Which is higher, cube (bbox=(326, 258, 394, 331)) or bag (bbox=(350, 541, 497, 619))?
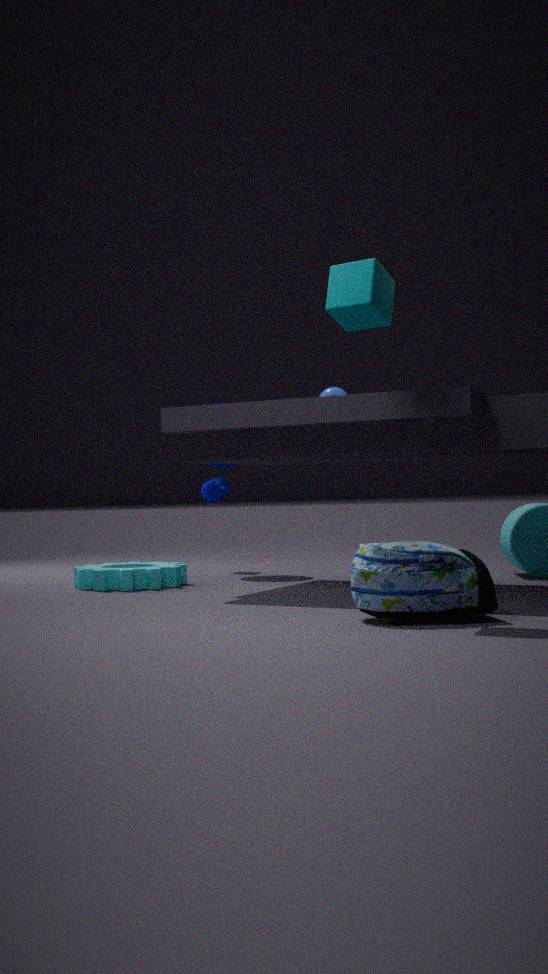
cube (bbox=(326, 258, 394, 331))
